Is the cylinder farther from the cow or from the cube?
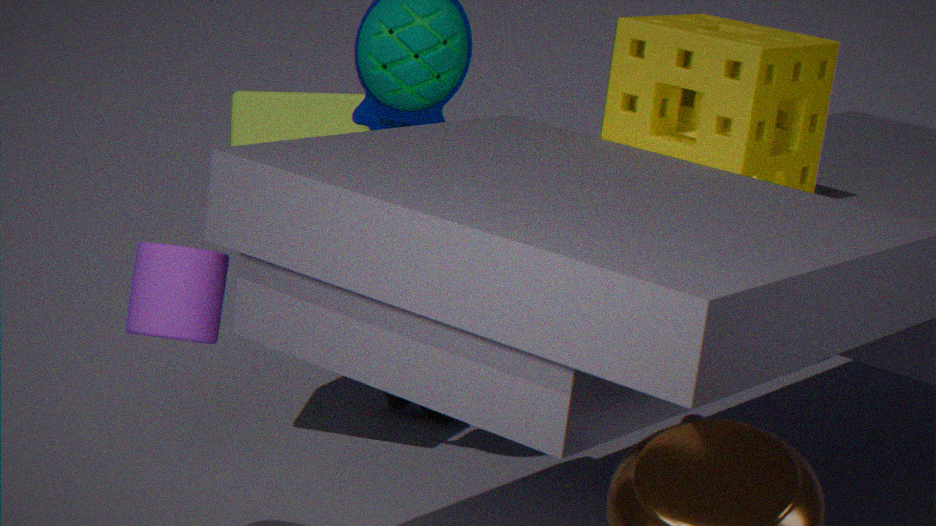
the cow
